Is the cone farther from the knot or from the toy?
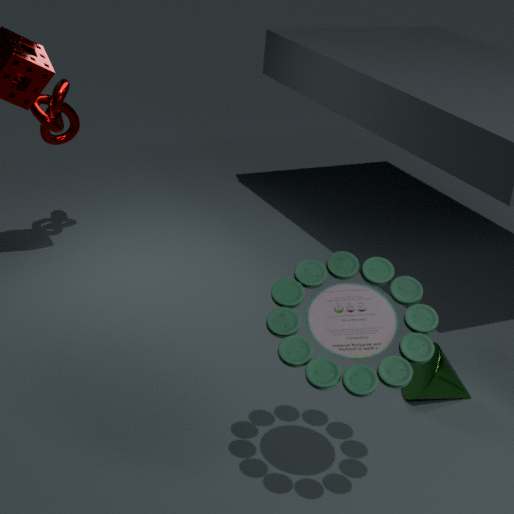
the knot
